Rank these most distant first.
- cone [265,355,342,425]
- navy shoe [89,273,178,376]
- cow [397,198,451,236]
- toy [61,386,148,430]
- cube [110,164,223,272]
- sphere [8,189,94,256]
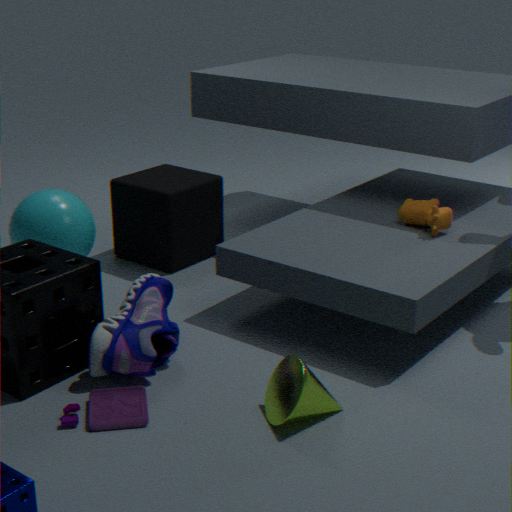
cube [110,164,223,272] → sphere [8,189,94,256] → cow [397,198,451,236] → navy shoe [89,273,178,376] → toy [61,386,148,430] → cone [265,355,342,425]
